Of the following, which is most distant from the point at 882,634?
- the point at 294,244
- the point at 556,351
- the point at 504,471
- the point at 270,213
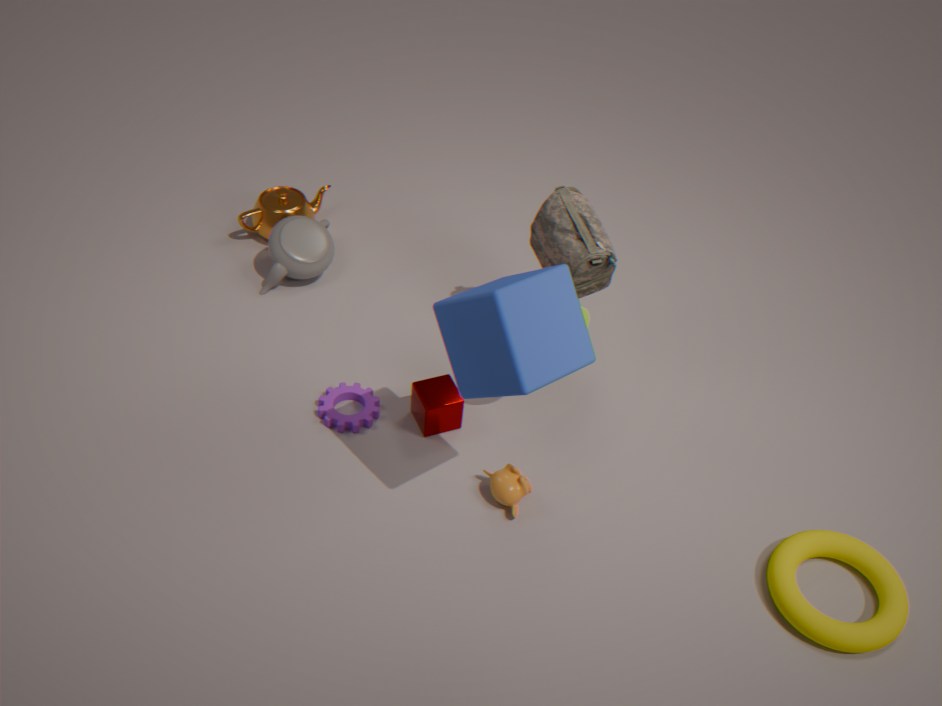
the point at 270,213
